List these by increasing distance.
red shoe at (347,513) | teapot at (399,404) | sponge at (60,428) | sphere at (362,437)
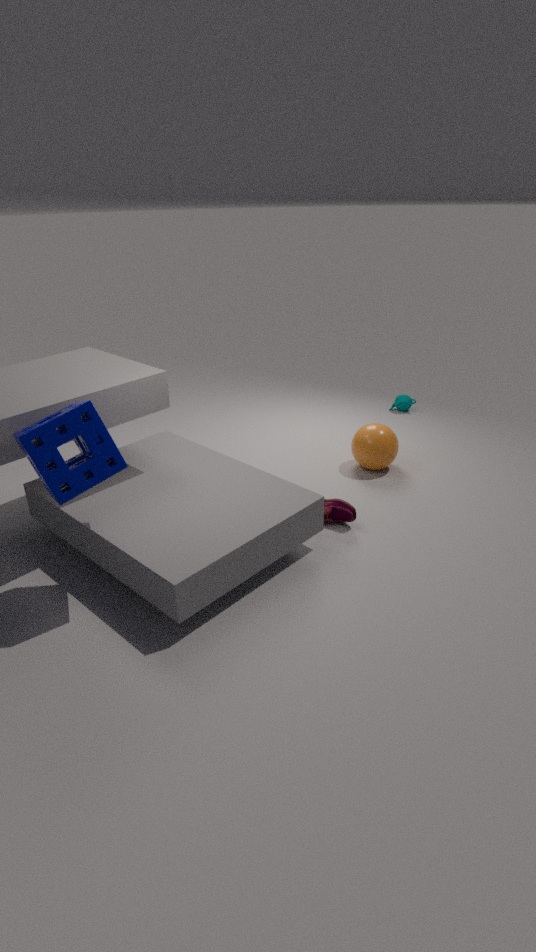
sponge at (60,428) < red shoe at (347,513) < sphere at (362,437) < teapot at (399,404)
